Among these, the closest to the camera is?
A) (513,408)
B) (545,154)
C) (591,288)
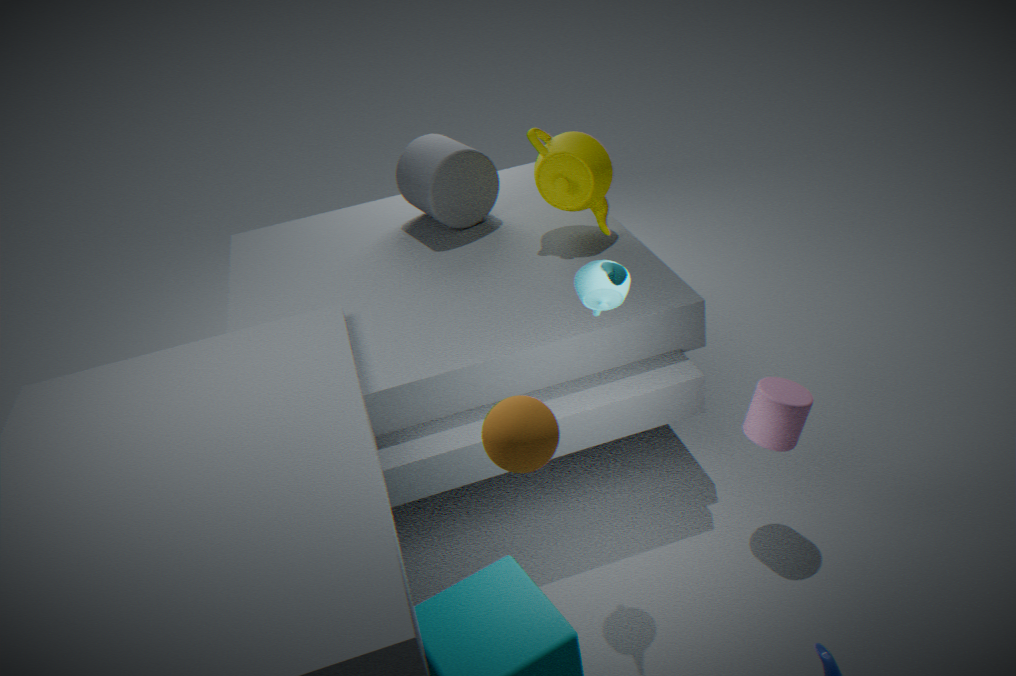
(513,408)
